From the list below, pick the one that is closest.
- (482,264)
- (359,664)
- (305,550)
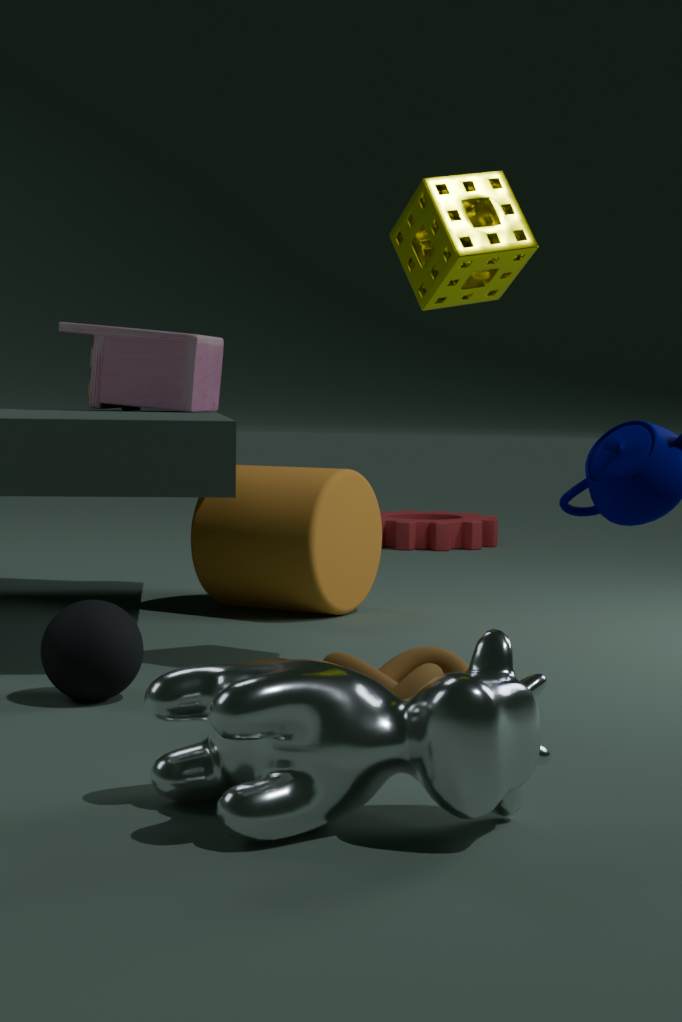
(359,664)
